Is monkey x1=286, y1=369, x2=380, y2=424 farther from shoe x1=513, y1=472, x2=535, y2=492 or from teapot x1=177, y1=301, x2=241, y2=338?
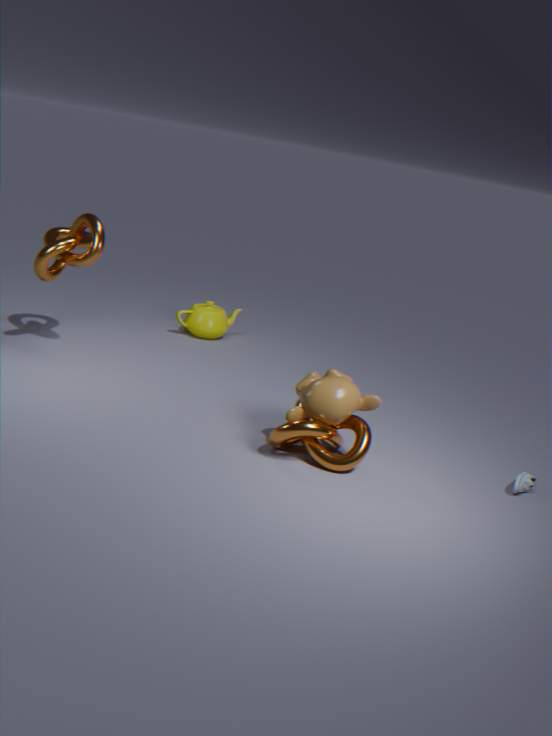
teapot x1=177, y1=301, x2=241, y2=338
